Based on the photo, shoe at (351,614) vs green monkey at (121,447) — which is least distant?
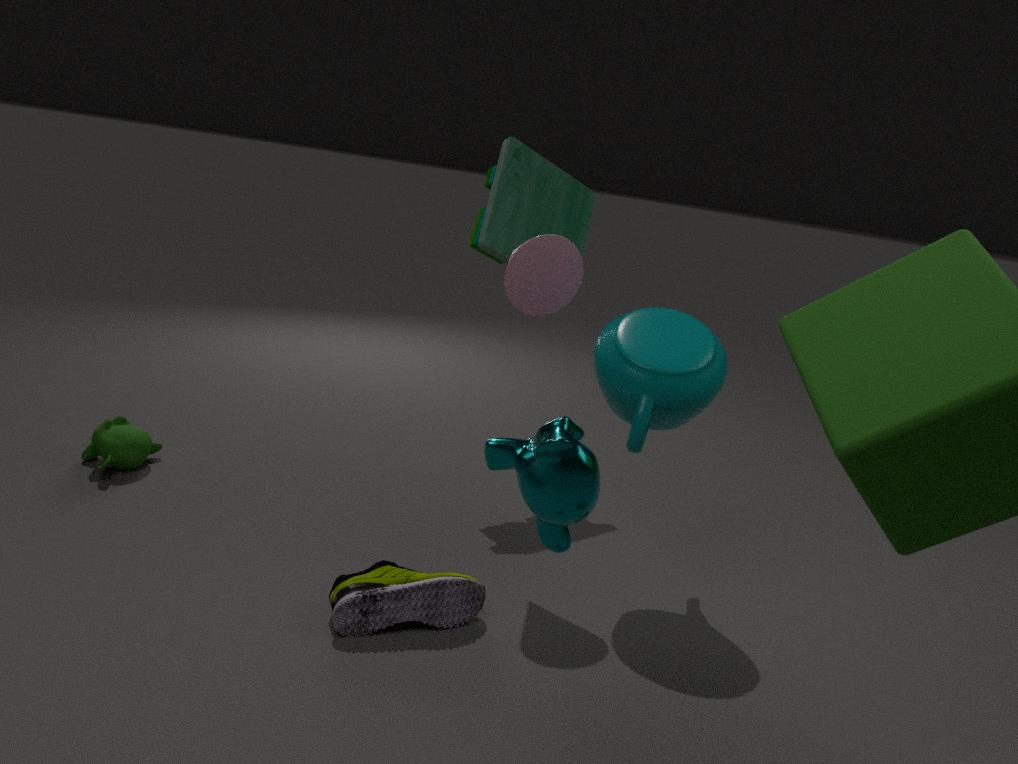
shoe at (351,614)
